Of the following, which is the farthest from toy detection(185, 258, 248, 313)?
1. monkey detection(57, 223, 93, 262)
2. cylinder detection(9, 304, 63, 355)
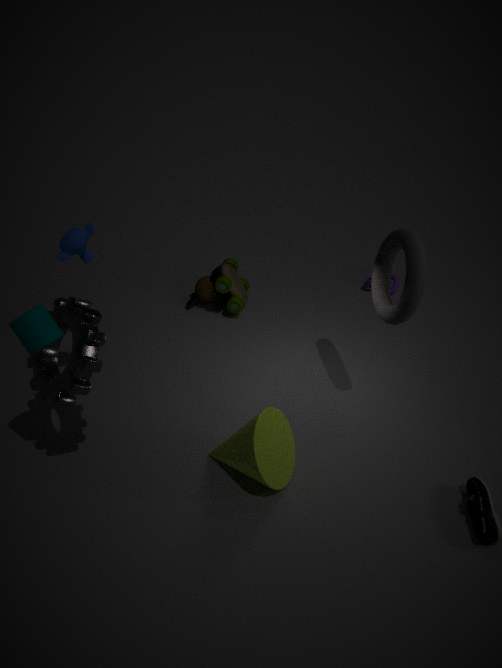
cylinder detection(9, 304, 63, 355)
